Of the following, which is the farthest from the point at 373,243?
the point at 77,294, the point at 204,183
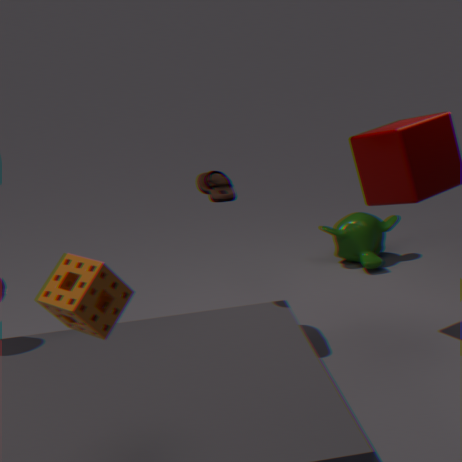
the point at 77,294
